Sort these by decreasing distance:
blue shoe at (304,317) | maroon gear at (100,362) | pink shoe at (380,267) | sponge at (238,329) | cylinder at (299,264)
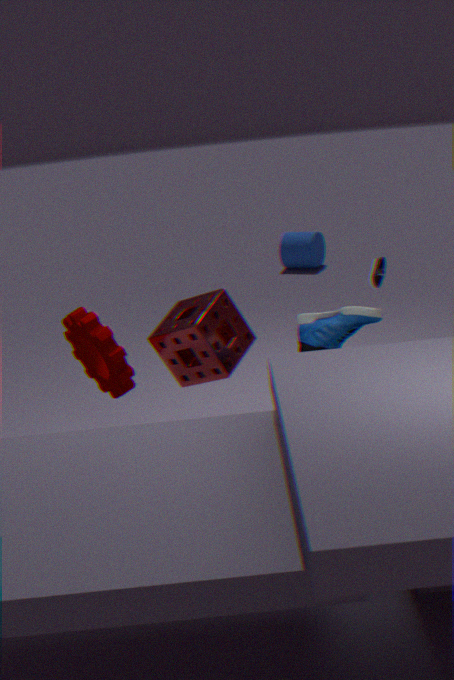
cylinder at (299,264) → maroon gear at (100,362) → sponge at (238,329) → blue shoe at (304,317) → pink shoe at (380,267)
